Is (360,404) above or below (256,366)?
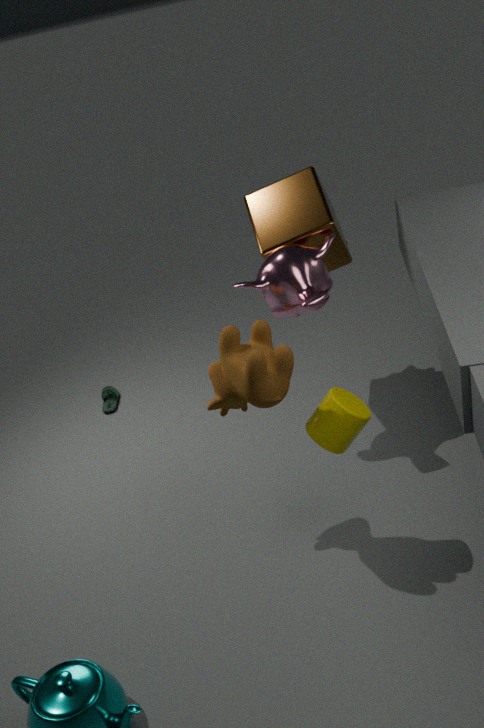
below
